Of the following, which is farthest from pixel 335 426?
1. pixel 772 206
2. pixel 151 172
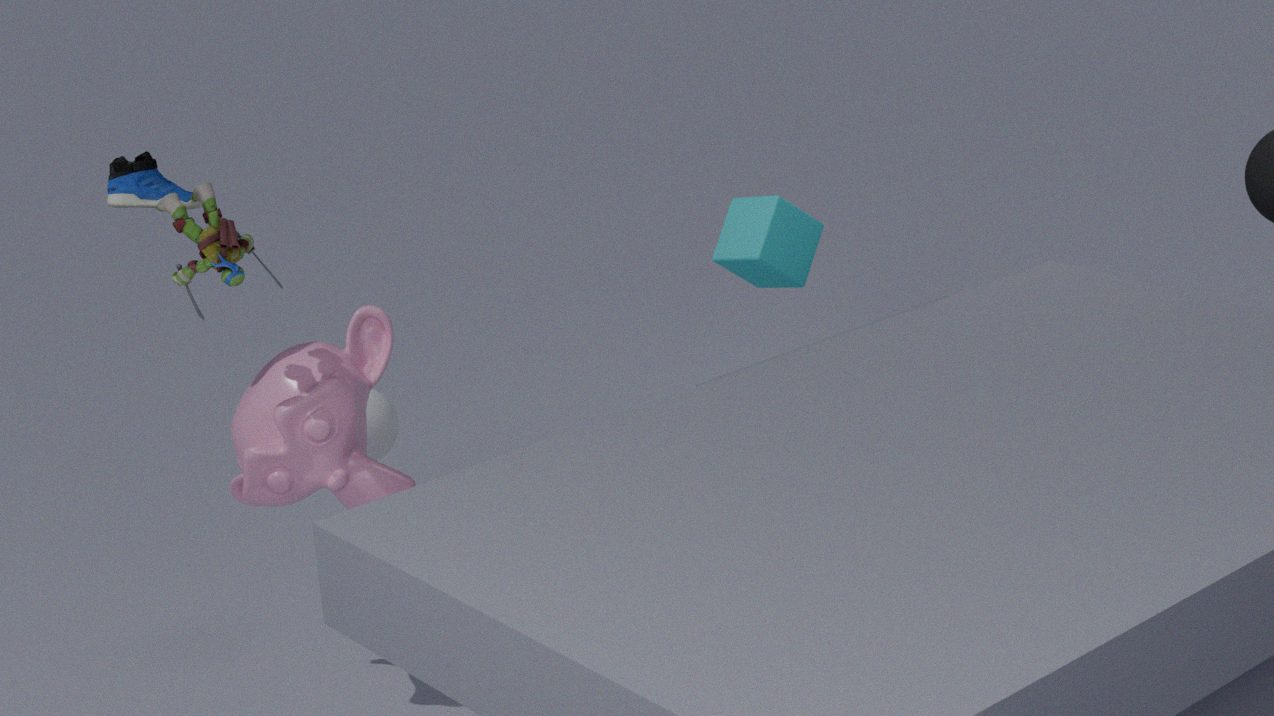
pixel 772 206
